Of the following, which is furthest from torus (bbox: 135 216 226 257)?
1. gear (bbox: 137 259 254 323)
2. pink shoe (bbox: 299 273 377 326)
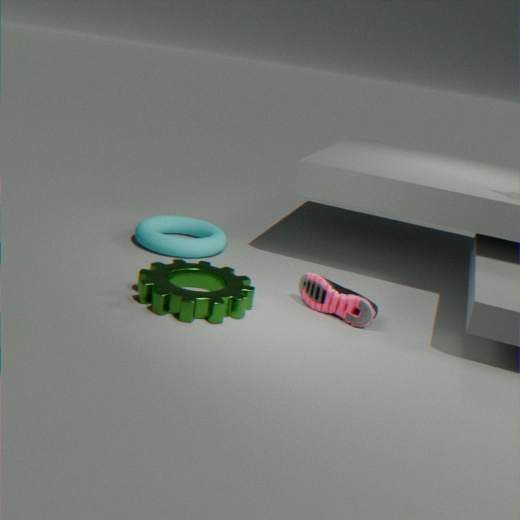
pink shoe (bbox: 299 273 377 326)
